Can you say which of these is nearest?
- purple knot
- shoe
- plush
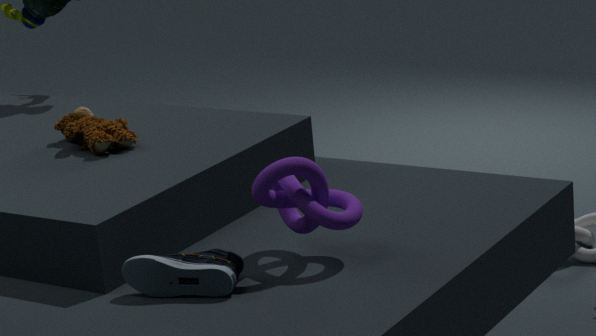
shoe
